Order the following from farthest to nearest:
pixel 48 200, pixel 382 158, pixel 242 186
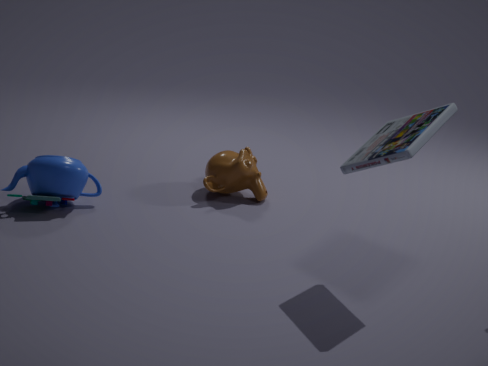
1. pixel 242 186
2. pixel 48 200
3. pixel 382 158
